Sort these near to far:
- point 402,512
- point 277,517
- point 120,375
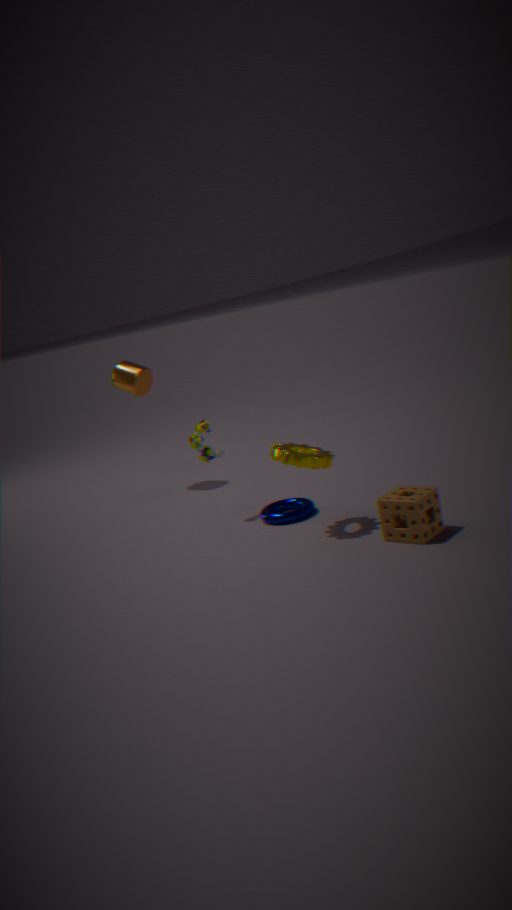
1. point 402,512
2. point 277,517
3. point 120,375
